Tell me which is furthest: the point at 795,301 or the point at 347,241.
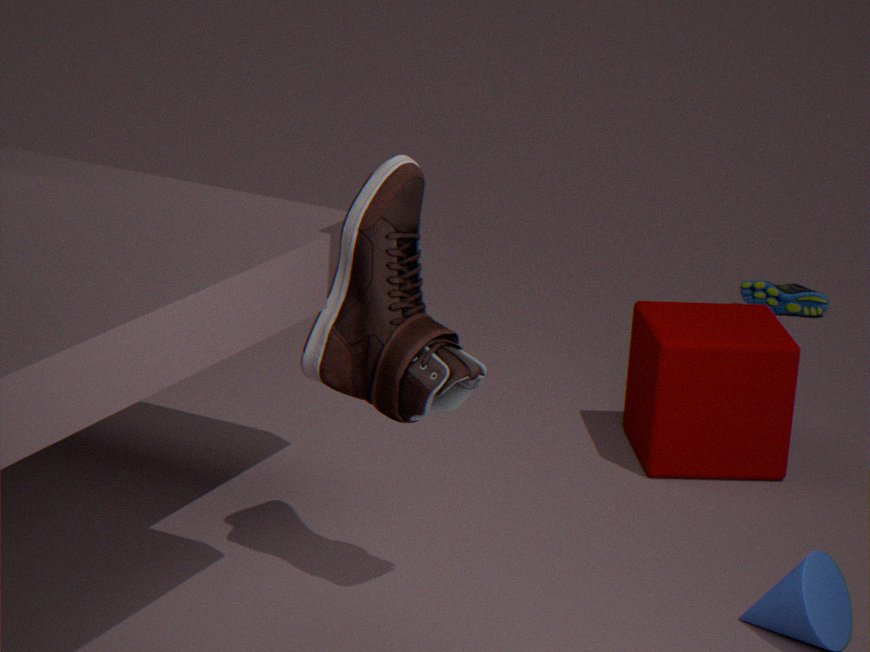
the point at 795,301
